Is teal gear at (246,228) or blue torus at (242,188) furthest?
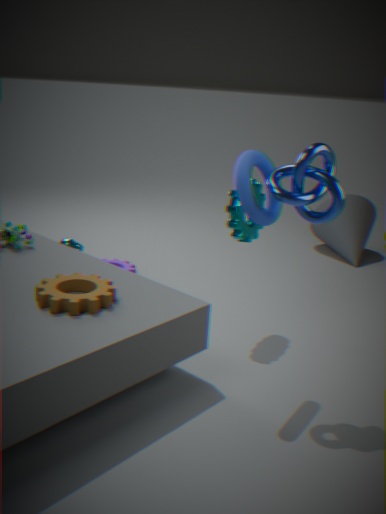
teal gear at (246,228)
